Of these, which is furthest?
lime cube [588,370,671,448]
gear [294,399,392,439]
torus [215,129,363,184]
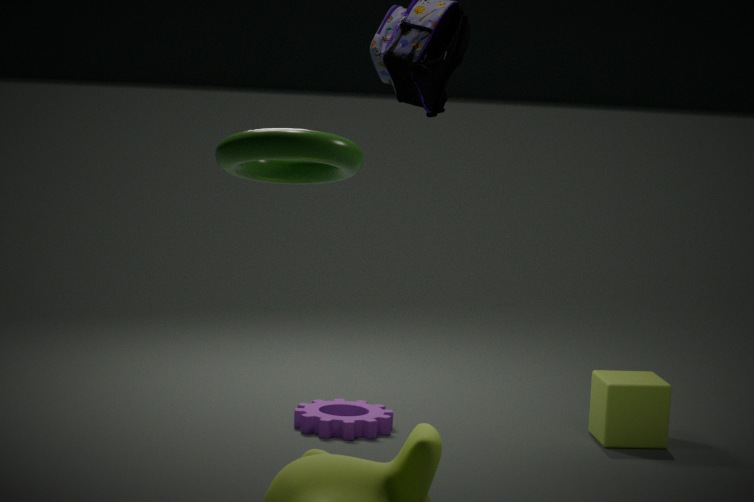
lime cube [588,370,671,448]
